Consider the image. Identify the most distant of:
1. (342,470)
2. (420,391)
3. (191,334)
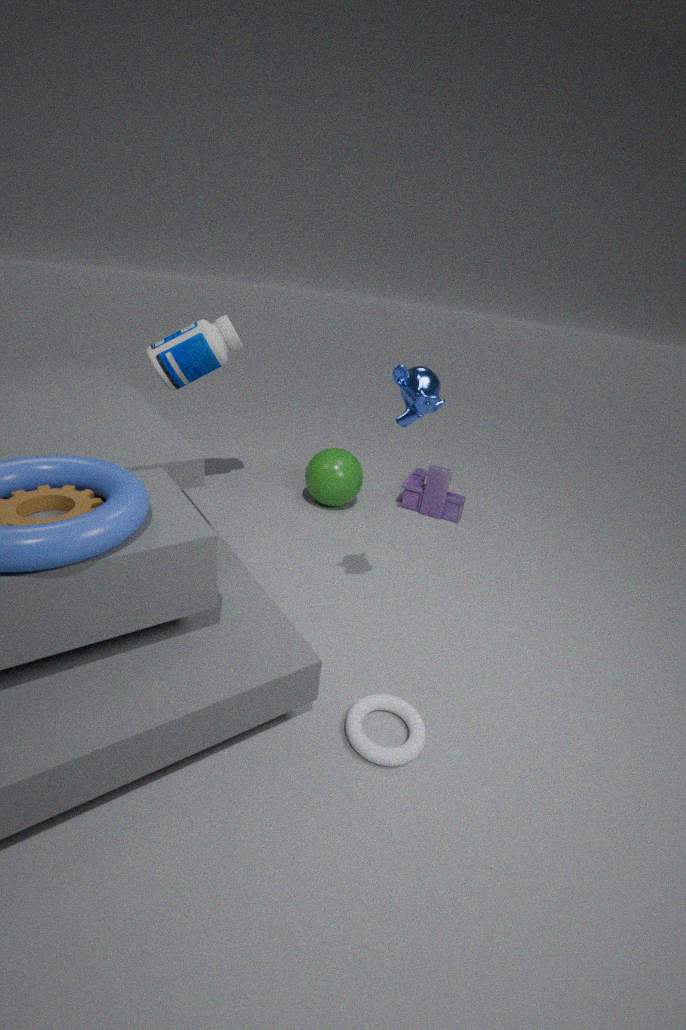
(342,470)
